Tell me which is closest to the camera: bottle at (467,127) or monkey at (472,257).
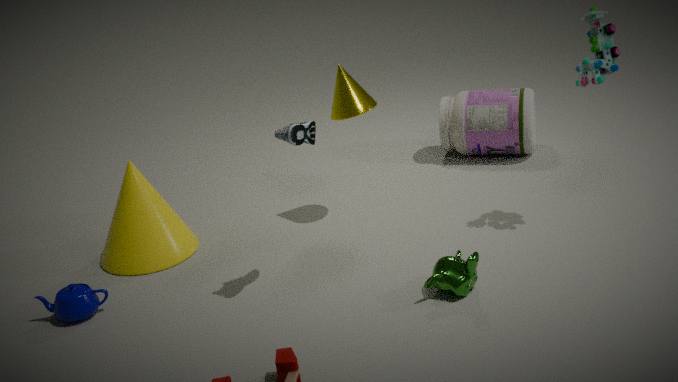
monkey at (472,257)
